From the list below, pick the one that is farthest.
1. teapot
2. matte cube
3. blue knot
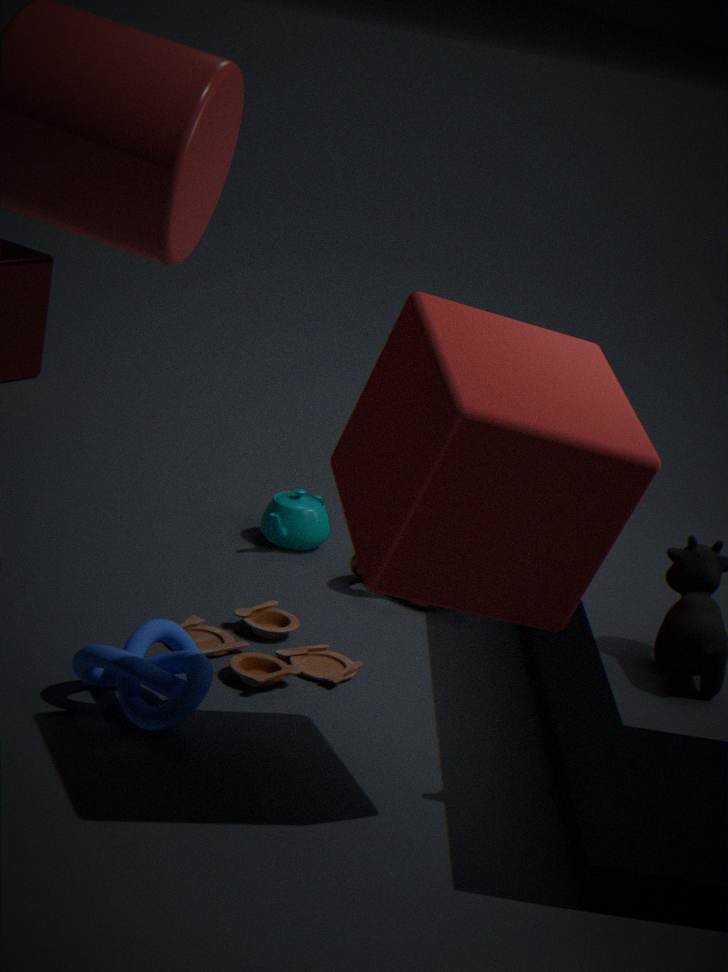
teapot
